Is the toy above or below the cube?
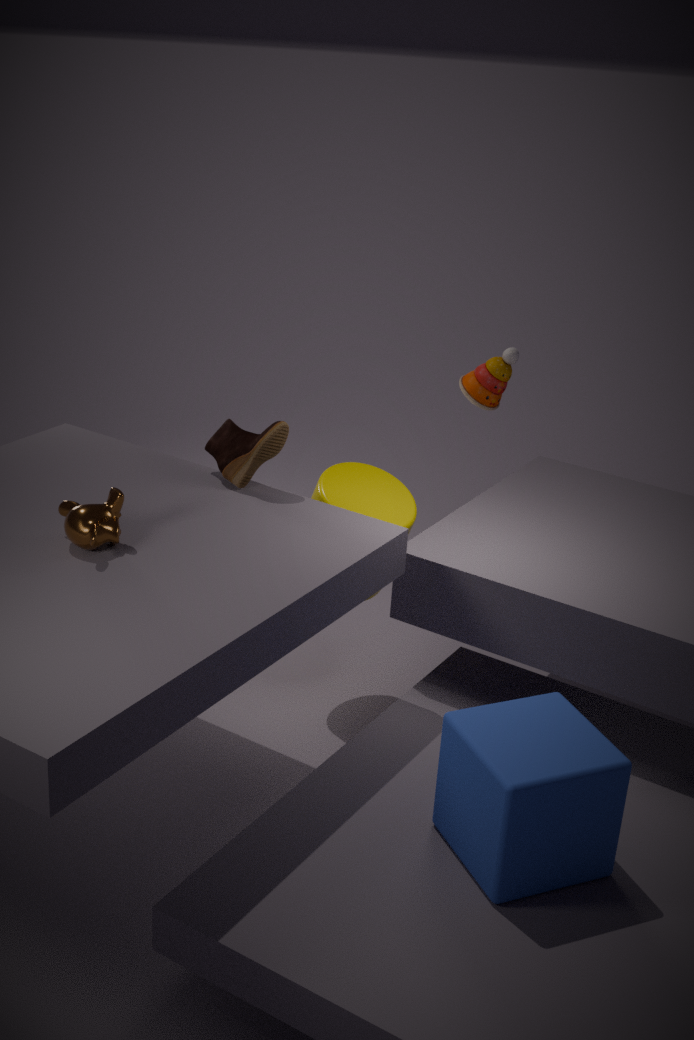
→ above
